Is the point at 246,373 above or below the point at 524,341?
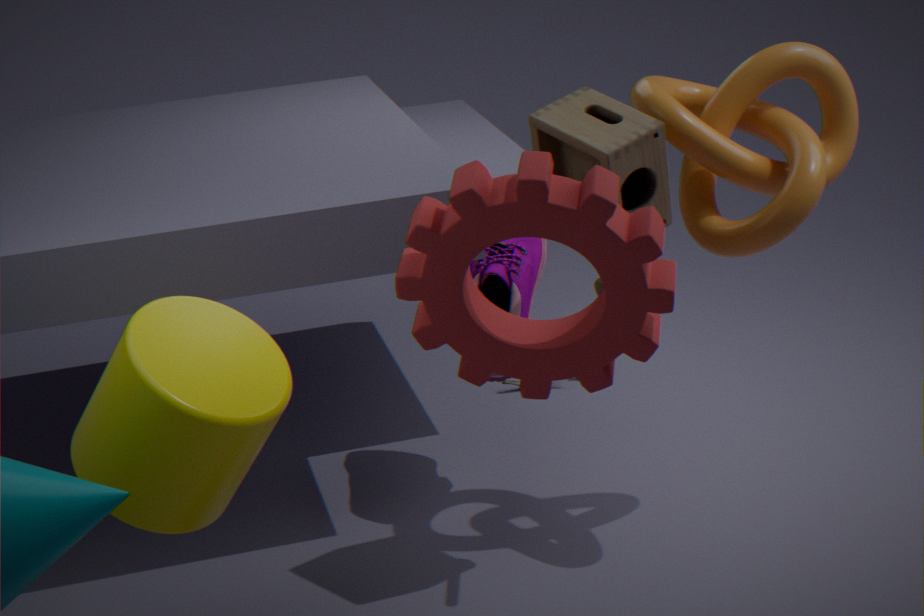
below
